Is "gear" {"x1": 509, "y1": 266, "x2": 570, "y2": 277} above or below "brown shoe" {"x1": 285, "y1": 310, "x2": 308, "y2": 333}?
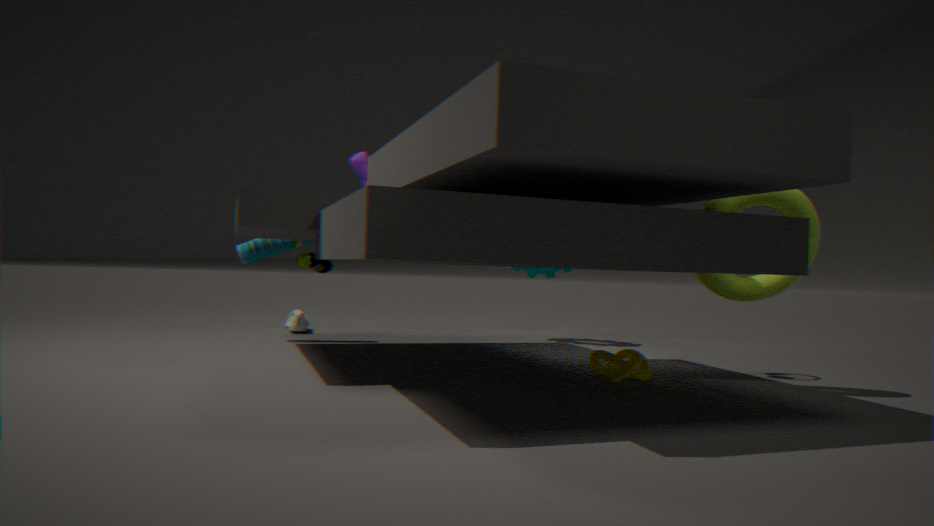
above
